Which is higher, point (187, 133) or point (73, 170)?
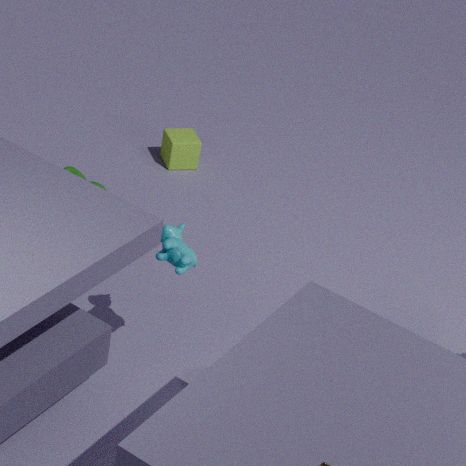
point (73, 170)
